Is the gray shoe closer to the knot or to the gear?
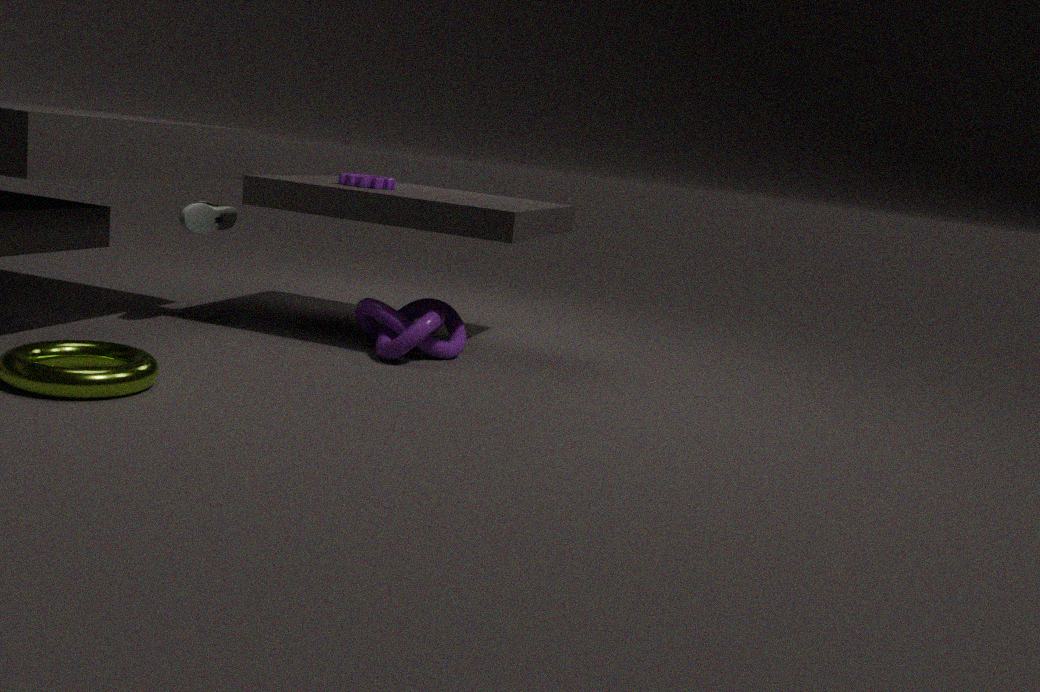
the gear
